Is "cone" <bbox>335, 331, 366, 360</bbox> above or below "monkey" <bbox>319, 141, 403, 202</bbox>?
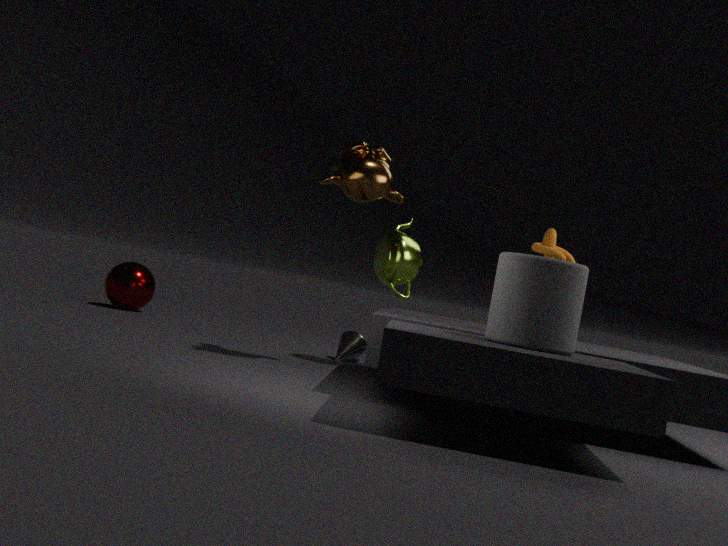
below
